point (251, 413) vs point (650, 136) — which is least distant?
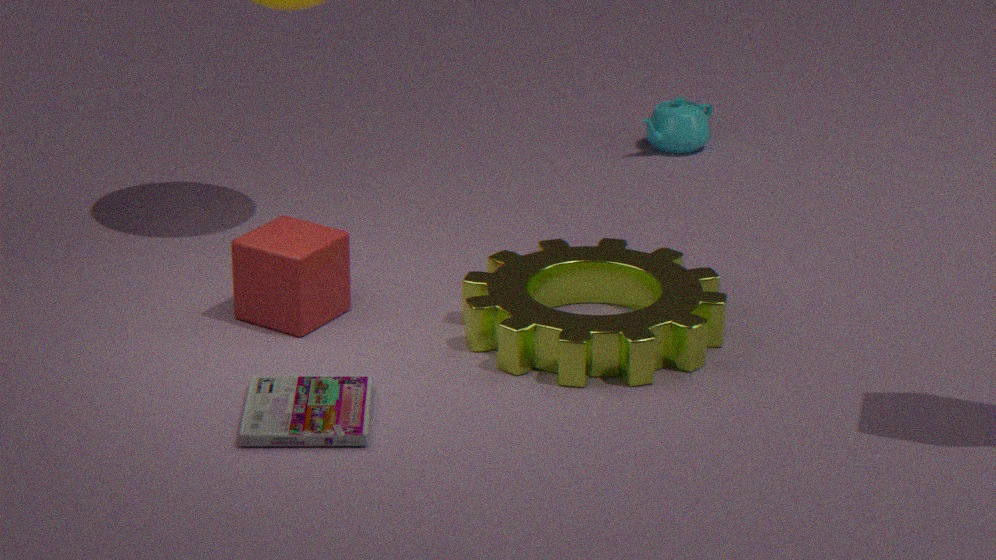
point (251, 413)
